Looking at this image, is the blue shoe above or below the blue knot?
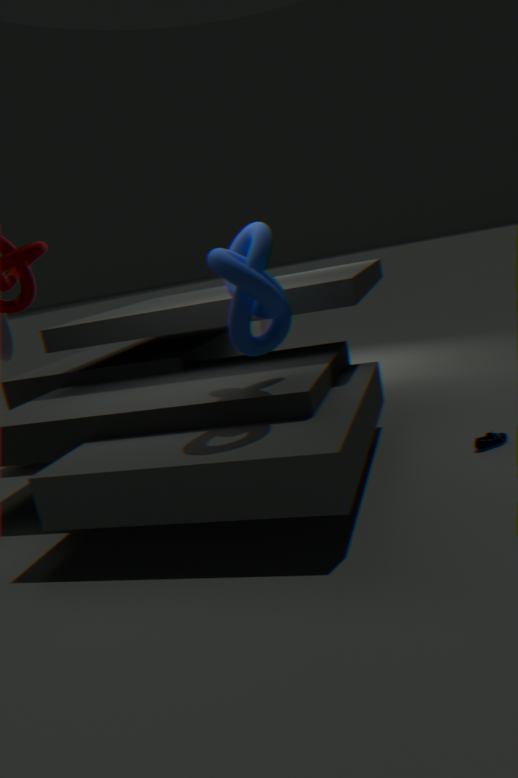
below
